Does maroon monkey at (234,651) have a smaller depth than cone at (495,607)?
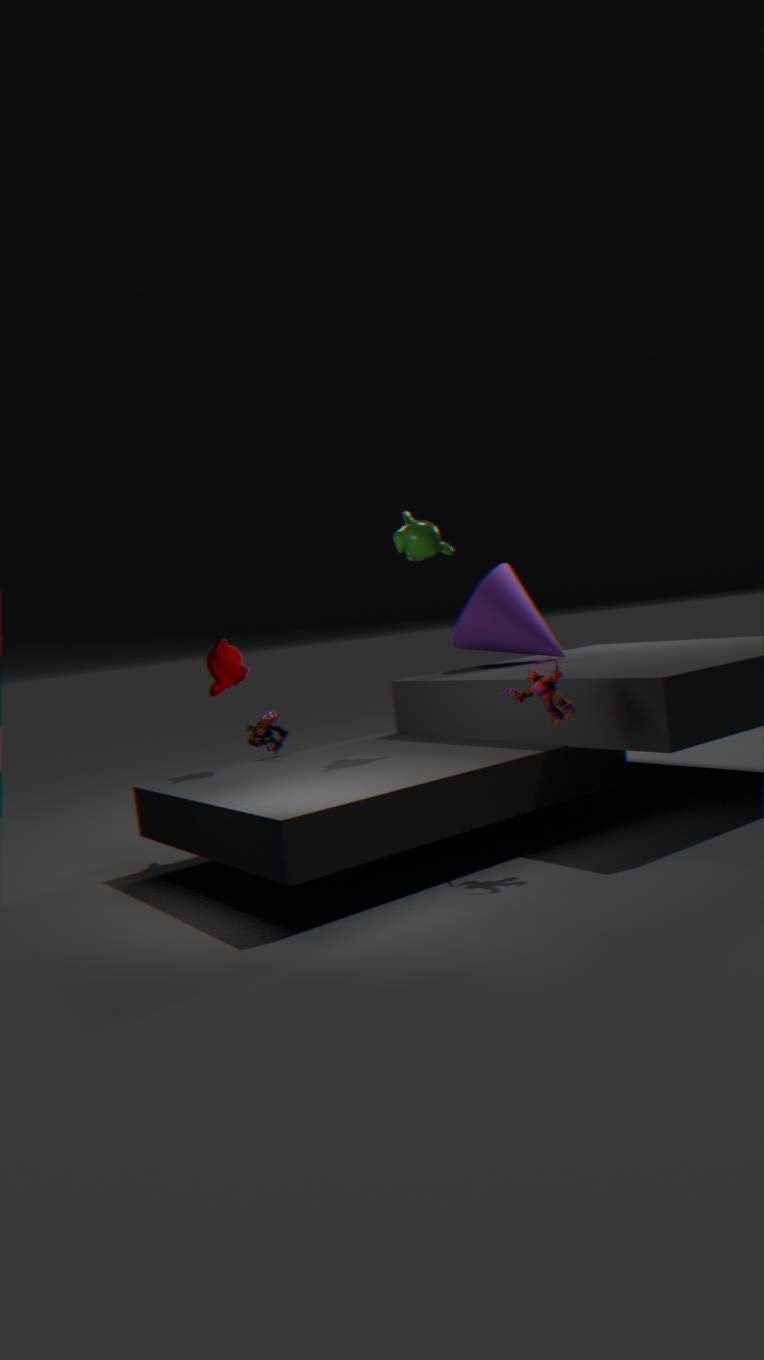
Yes
